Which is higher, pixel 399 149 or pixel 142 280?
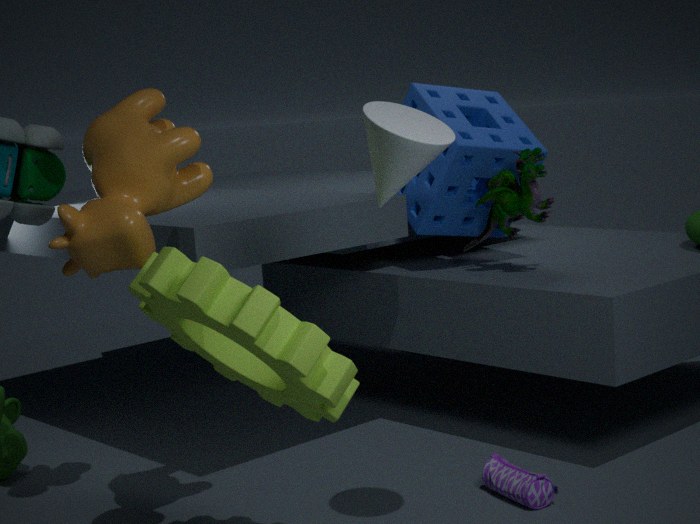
pixel 399 149
